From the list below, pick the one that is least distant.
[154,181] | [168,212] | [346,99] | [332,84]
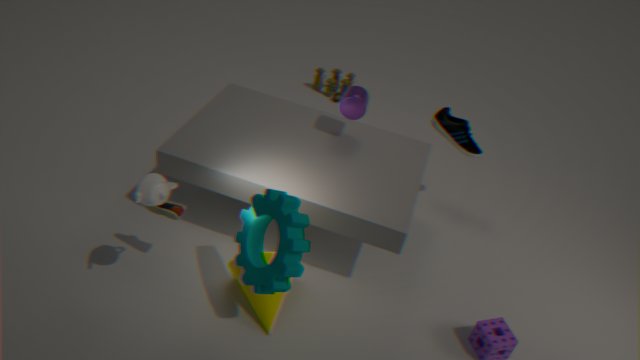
[154,181]
